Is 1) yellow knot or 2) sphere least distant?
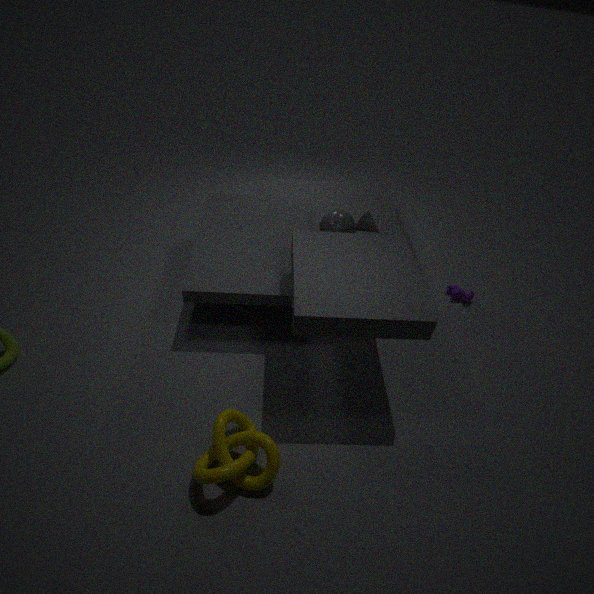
1. yellow knot
